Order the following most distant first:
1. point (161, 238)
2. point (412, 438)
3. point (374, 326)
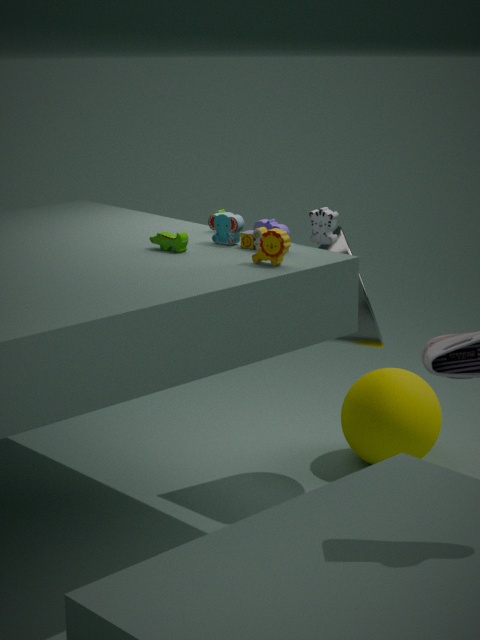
point (412, 438), point (374, 326), point (161, 238)
